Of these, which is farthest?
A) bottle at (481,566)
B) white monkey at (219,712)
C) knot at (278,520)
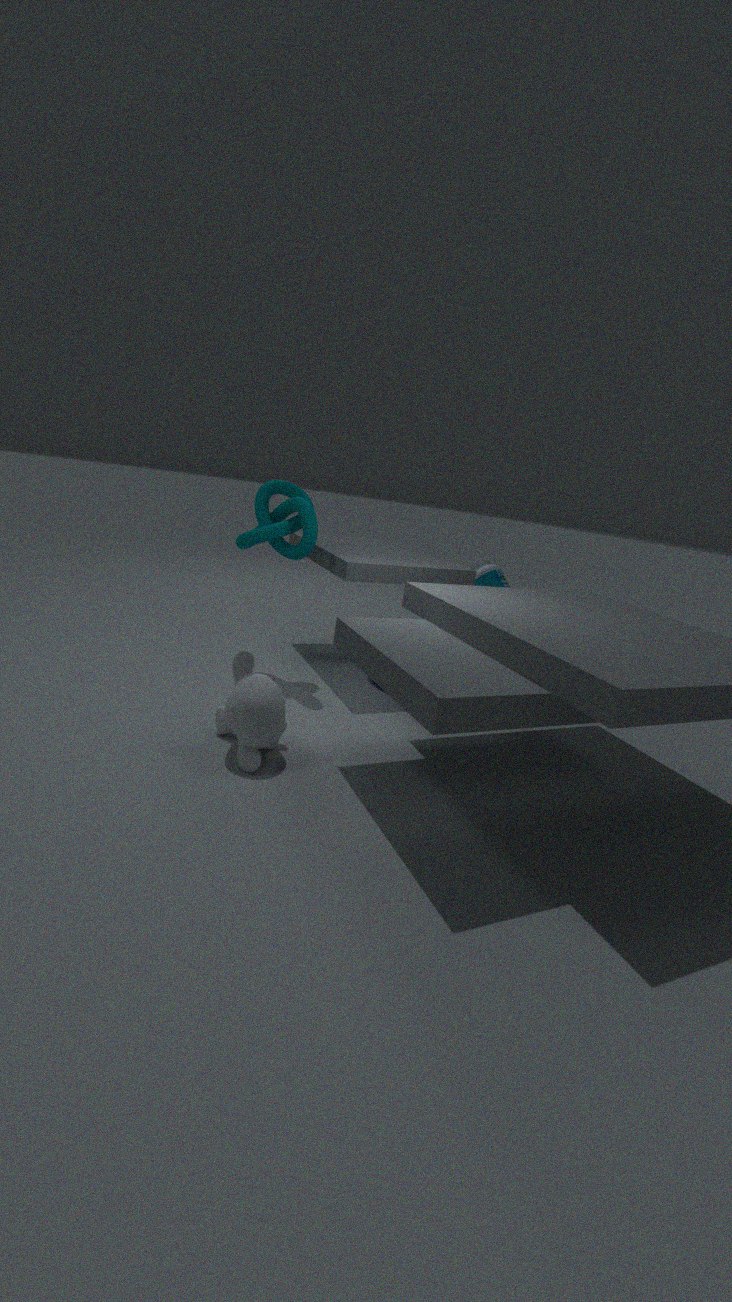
bottle at (481,566)
